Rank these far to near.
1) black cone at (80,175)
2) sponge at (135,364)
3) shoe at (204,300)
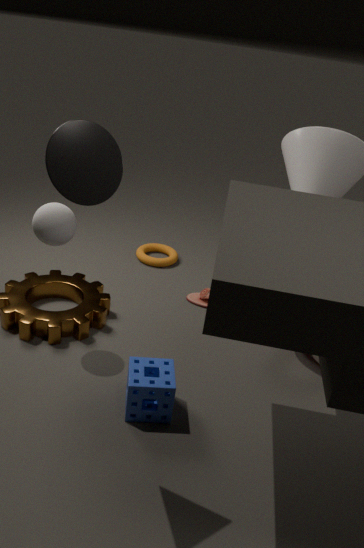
3. shoe at (204,300)
2. sponge at (135,364)
1. black cone at (80,175)
